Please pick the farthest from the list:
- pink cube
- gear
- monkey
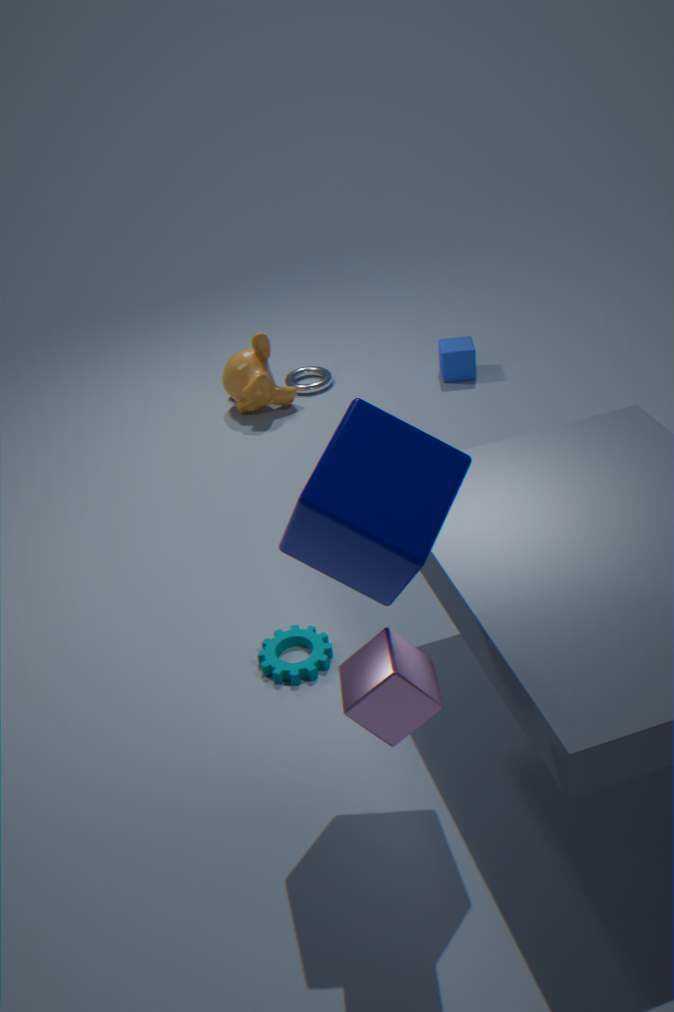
monkey
